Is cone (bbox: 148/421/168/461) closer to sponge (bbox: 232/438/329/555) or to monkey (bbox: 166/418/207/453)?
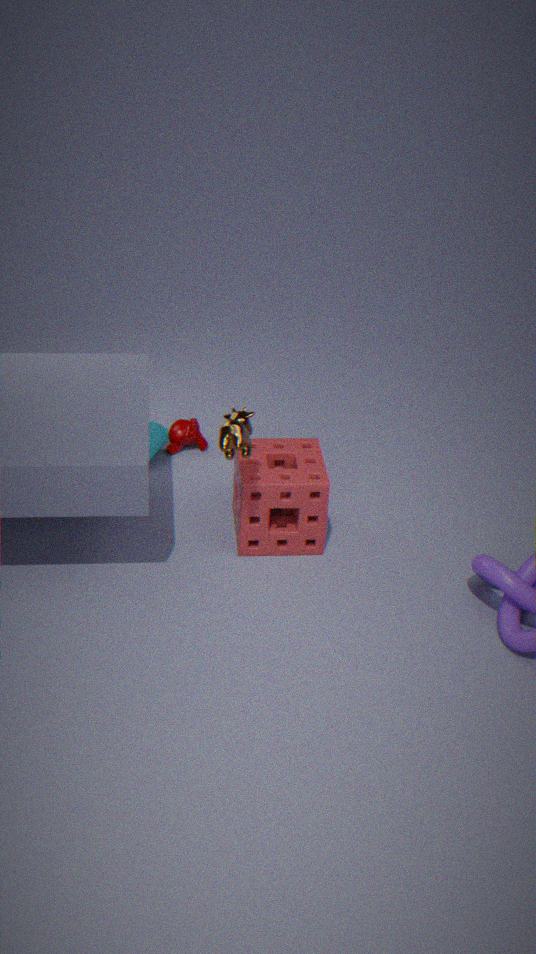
monkey (bbox: 166/418/207/453)
